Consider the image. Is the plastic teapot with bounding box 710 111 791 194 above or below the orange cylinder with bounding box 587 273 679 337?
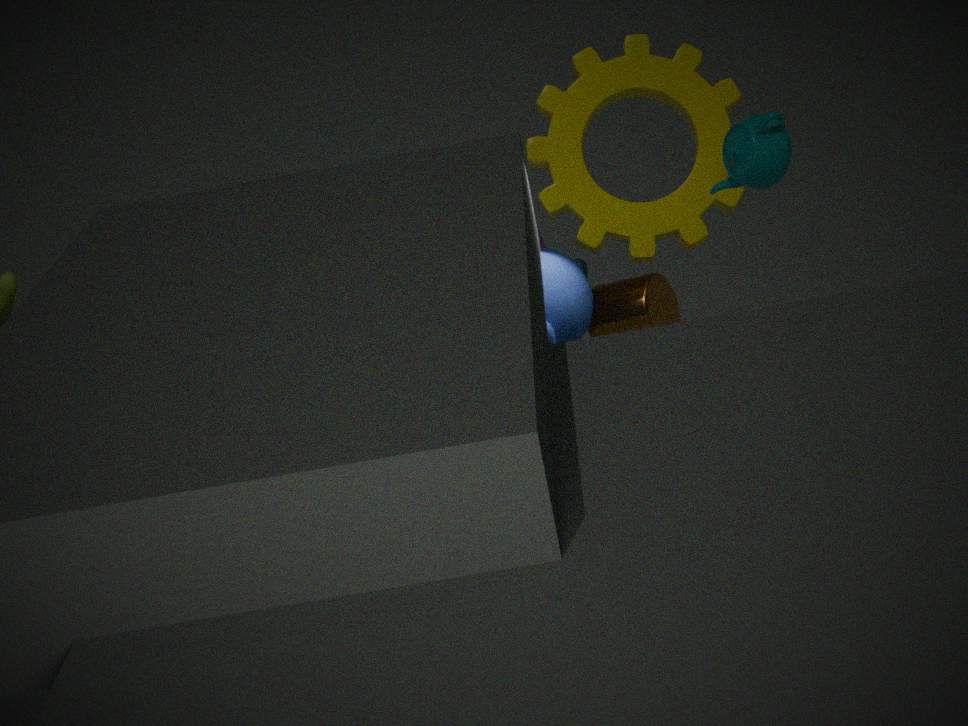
above
